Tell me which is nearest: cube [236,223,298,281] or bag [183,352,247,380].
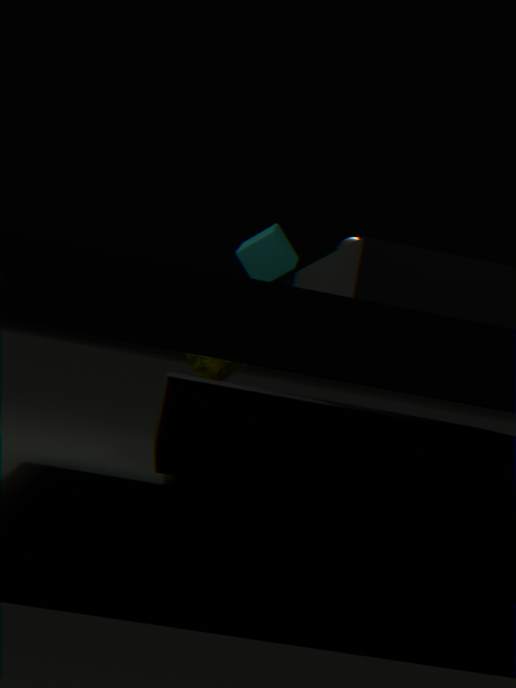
cube [236,223,298,281]
